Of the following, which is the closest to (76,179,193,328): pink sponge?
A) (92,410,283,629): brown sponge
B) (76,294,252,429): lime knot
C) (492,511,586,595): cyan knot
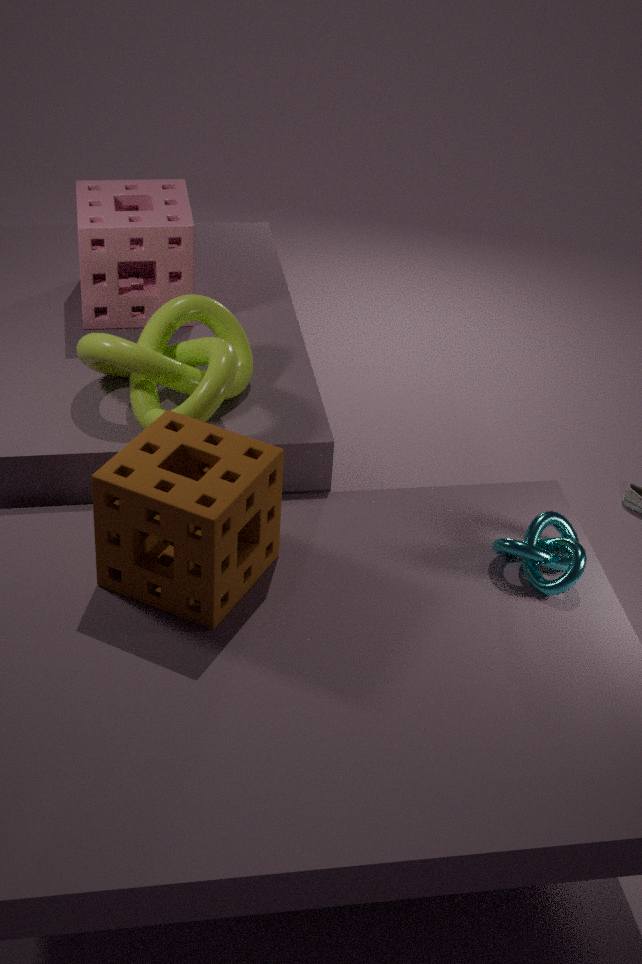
(76,294,252,429): lime knot
